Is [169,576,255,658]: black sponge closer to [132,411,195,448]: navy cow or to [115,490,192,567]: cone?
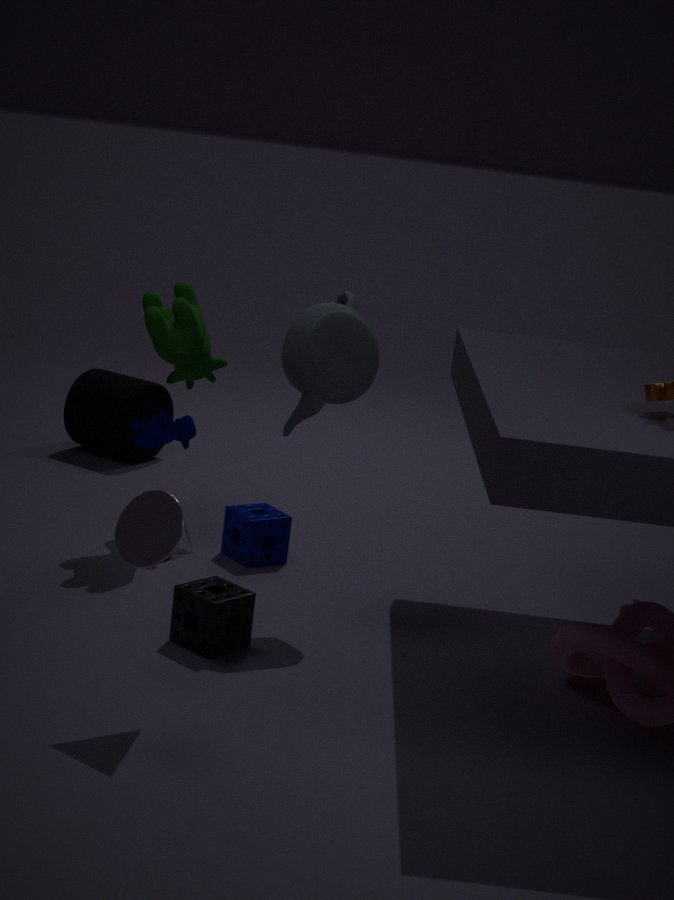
[115,490,192,567]: cone
